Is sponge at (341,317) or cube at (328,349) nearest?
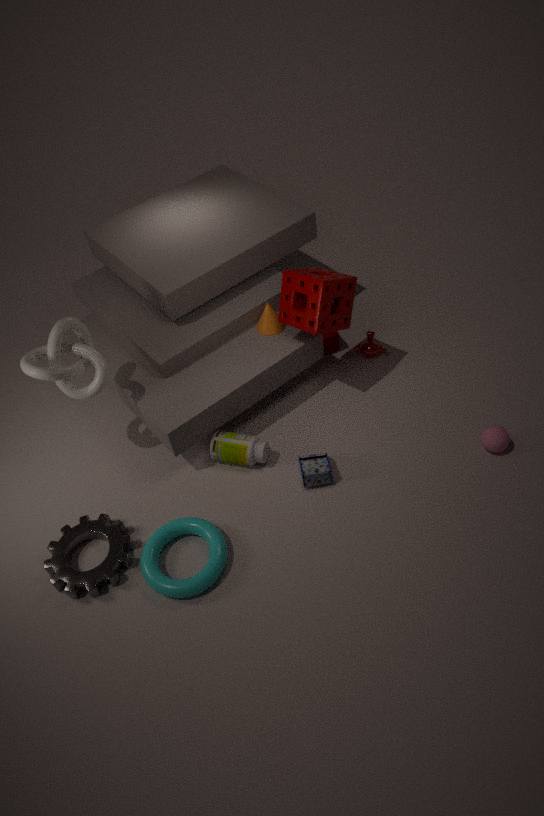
sponge at (341,317)
